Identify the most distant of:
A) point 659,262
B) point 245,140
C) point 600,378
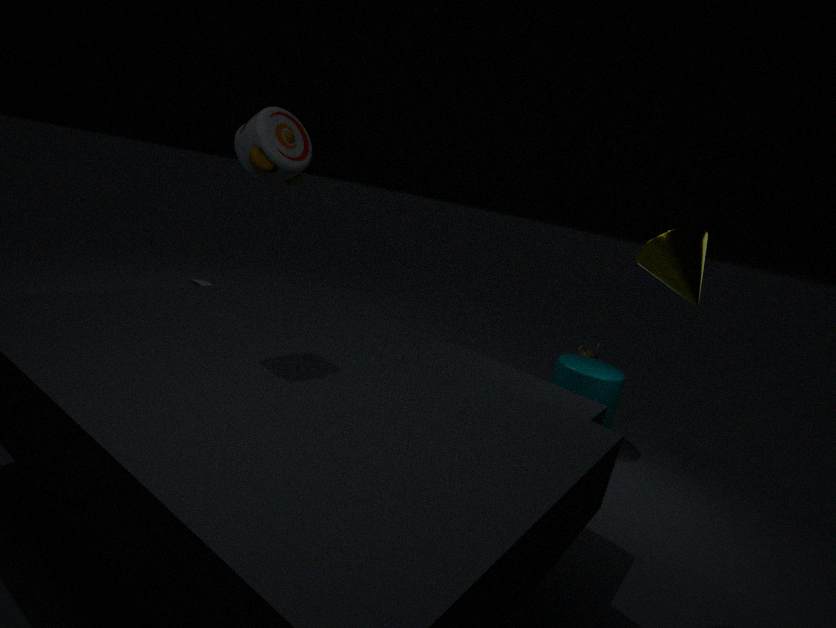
point 600,378
